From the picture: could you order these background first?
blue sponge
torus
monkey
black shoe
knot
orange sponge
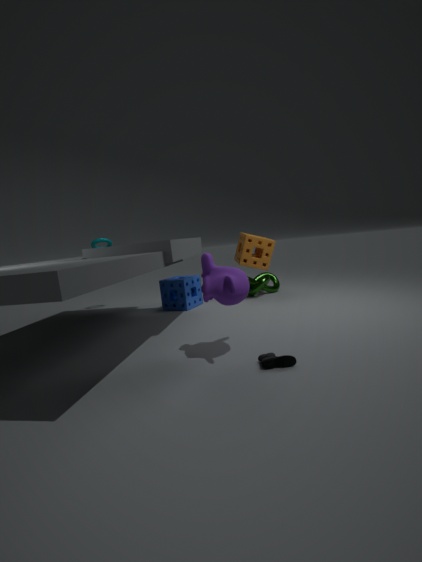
torus < knot < orange sponge < blue sponge < monkey < black shoe
